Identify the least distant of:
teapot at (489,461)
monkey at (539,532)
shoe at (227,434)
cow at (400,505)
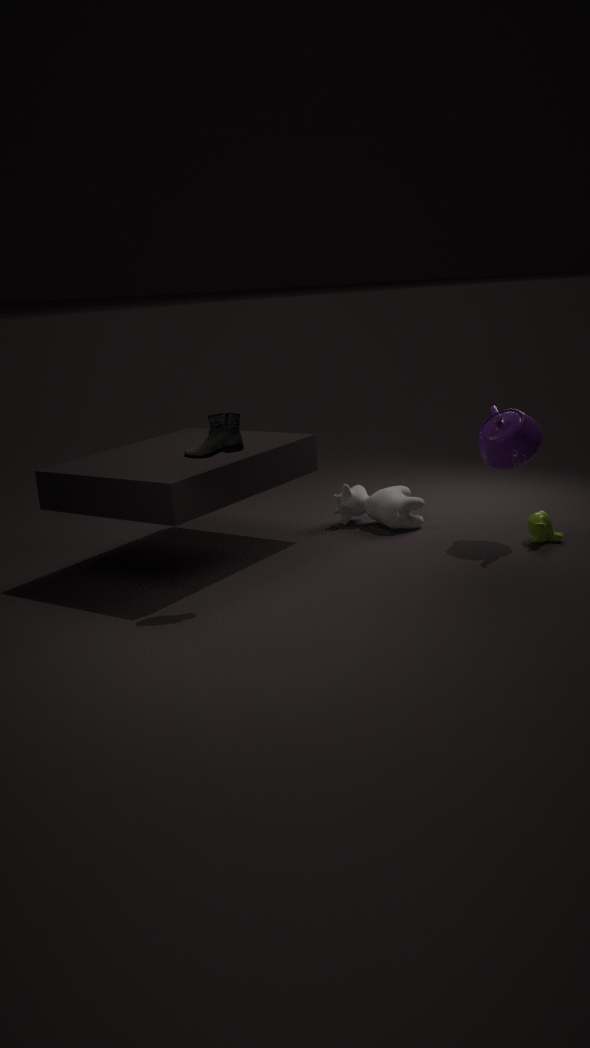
shoe at (227,434)
